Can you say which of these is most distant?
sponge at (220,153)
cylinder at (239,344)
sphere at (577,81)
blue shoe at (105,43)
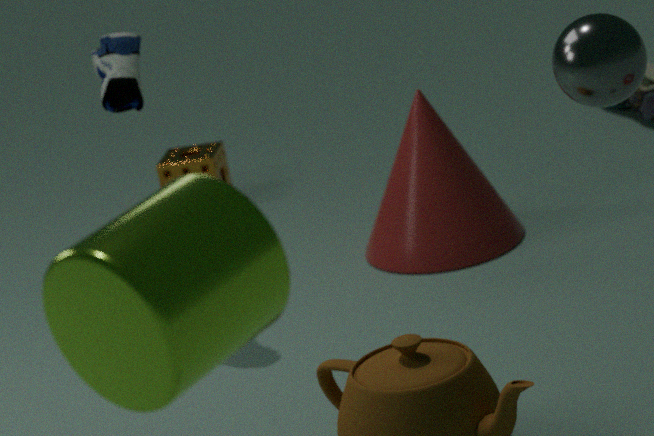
sponge at (220,153)
